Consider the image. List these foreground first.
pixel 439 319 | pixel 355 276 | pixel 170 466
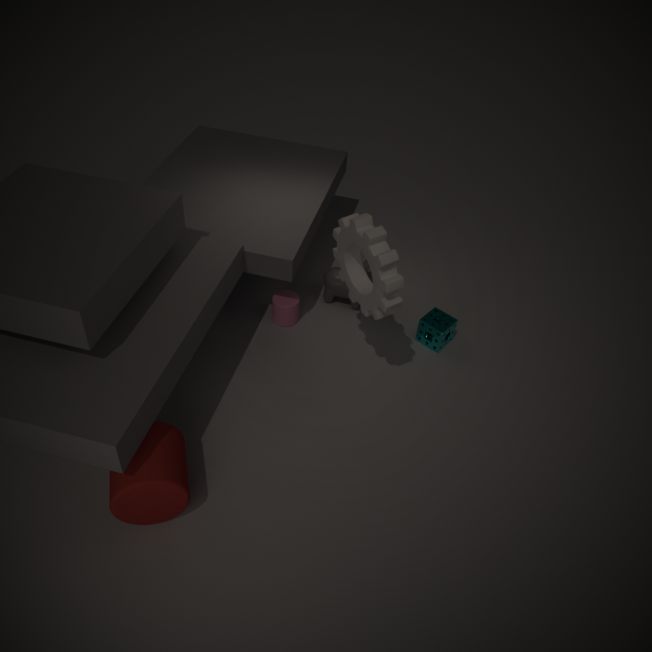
pixel 170 466 → pixel 355 276 → pixel 439 319
